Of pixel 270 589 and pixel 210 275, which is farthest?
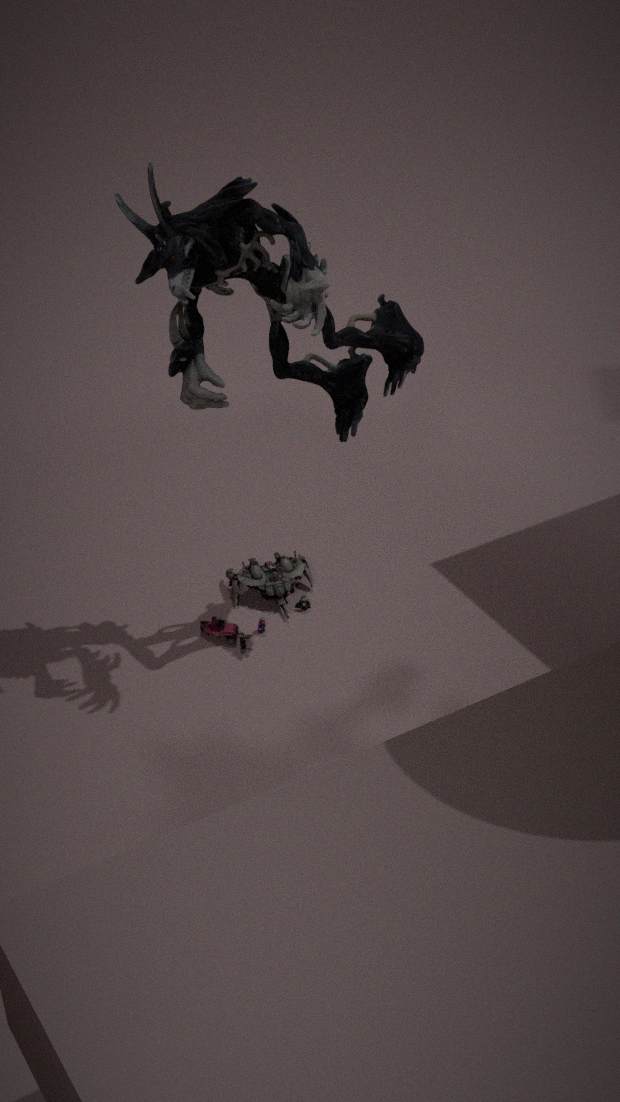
pixel 270 589
